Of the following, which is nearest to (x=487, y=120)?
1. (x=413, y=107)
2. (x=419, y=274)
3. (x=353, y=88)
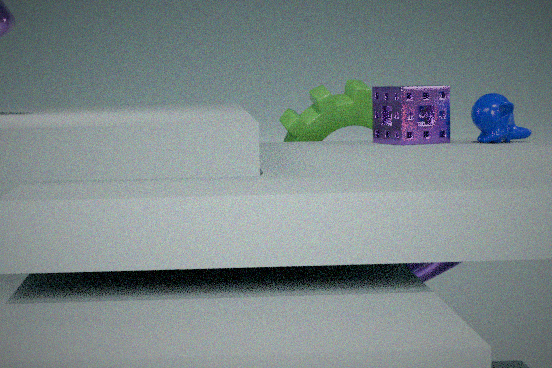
(x=413, y=107)
